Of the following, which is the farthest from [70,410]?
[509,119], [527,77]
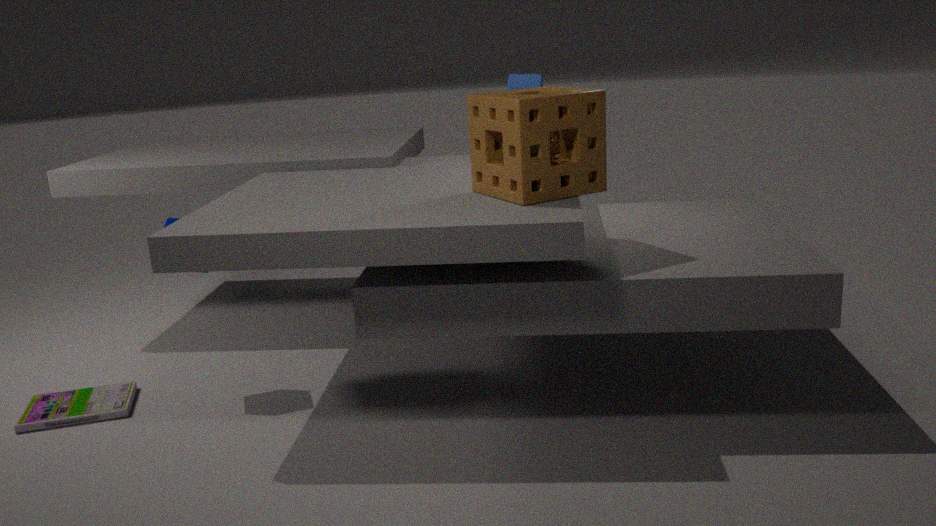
[527,77]
